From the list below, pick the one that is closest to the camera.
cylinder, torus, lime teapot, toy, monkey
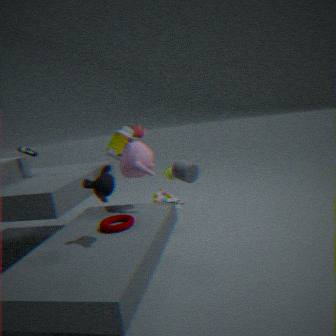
monkey
